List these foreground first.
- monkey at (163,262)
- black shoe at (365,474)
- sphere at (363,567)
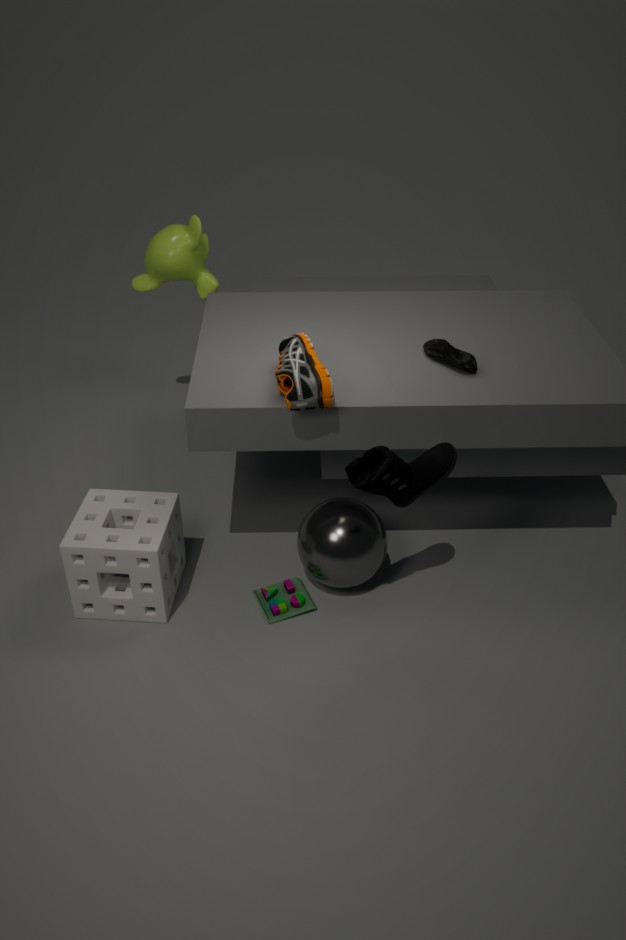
1. black shoe at (365,474)
2. sphere at (363,567)
3. monkey at (163,262)
